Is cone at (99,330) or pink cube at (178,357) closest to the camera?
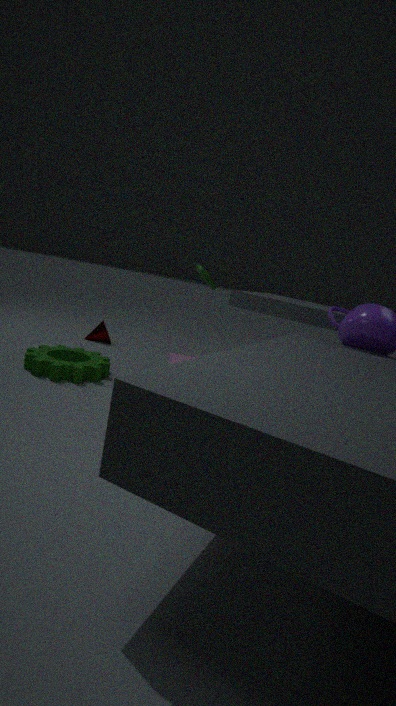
pink cube at (178,357)
